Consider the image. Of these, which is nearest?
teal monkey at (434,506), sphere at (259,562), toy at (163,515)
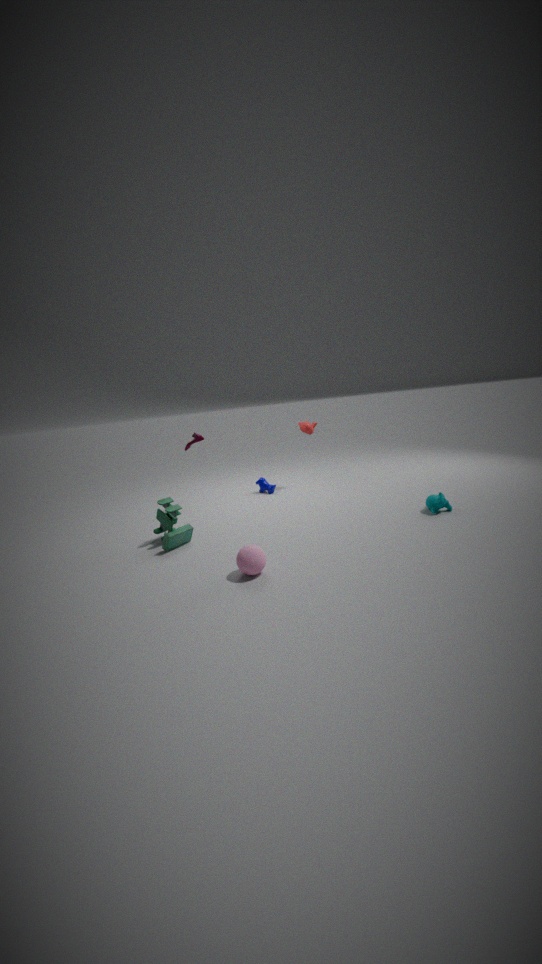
sphere at (259,562)
